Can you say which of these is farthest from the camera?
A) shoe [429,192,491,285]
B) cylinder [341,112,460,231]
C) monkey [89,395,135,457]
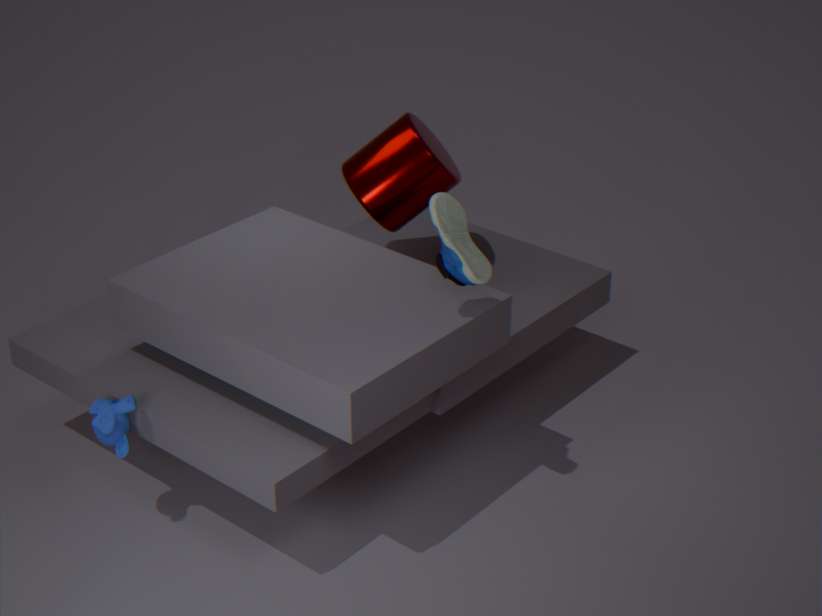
cylinder [341,112,460,231]
